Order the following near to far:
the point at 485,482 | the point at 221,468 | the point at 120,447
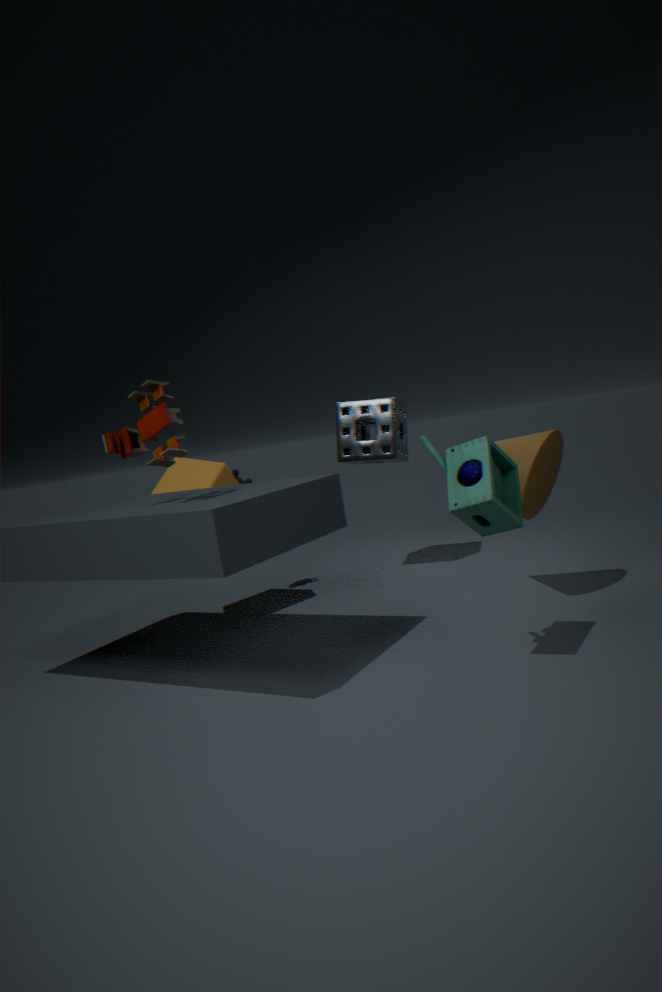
1. the point at 485,482
2. the point at 120,447
3. the point at 221,468
